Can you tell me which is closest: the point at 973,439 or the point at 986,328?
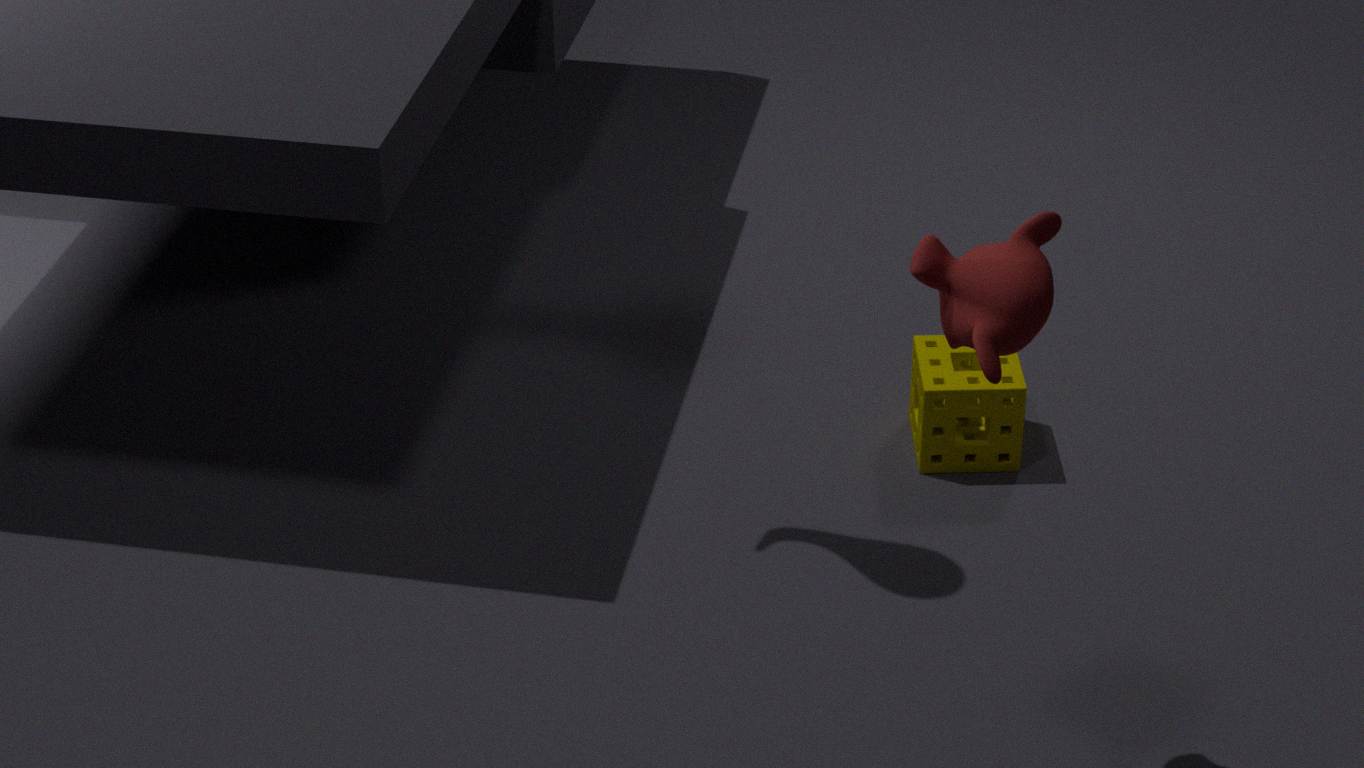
the point at 986,328
